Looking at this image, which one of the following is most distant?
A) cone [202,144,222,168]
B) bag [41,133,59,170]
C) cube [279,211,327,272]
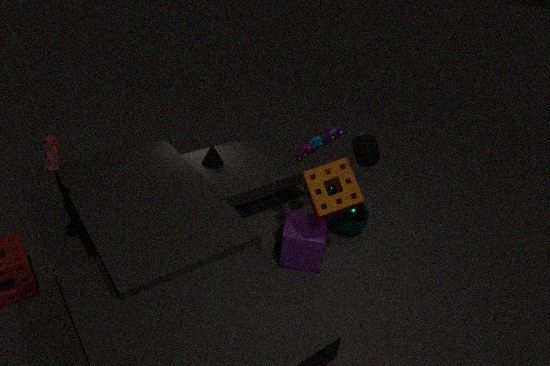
cone [202,144,222,168]
